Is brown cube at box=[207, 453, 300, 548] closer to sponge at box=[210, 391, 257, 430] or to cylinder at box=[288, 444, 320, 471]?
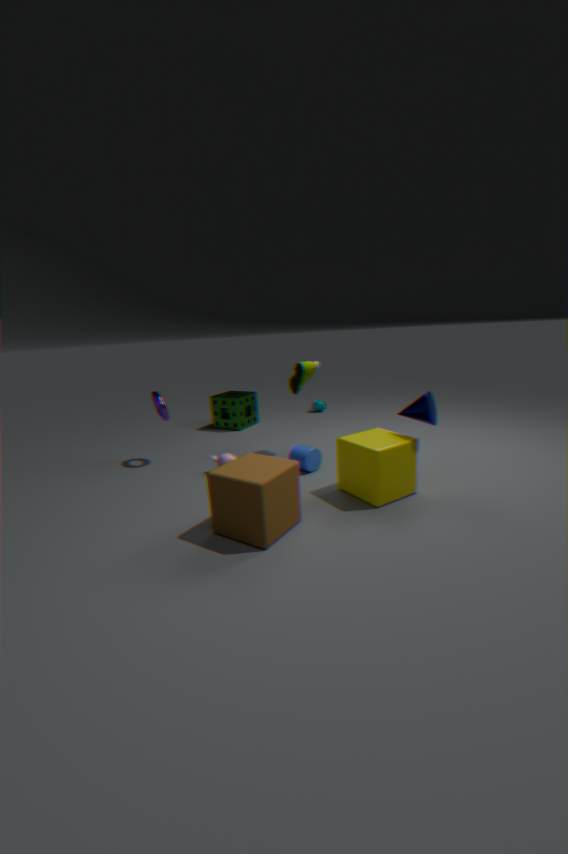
cylinder at box=[288, 444, 320, 471]
